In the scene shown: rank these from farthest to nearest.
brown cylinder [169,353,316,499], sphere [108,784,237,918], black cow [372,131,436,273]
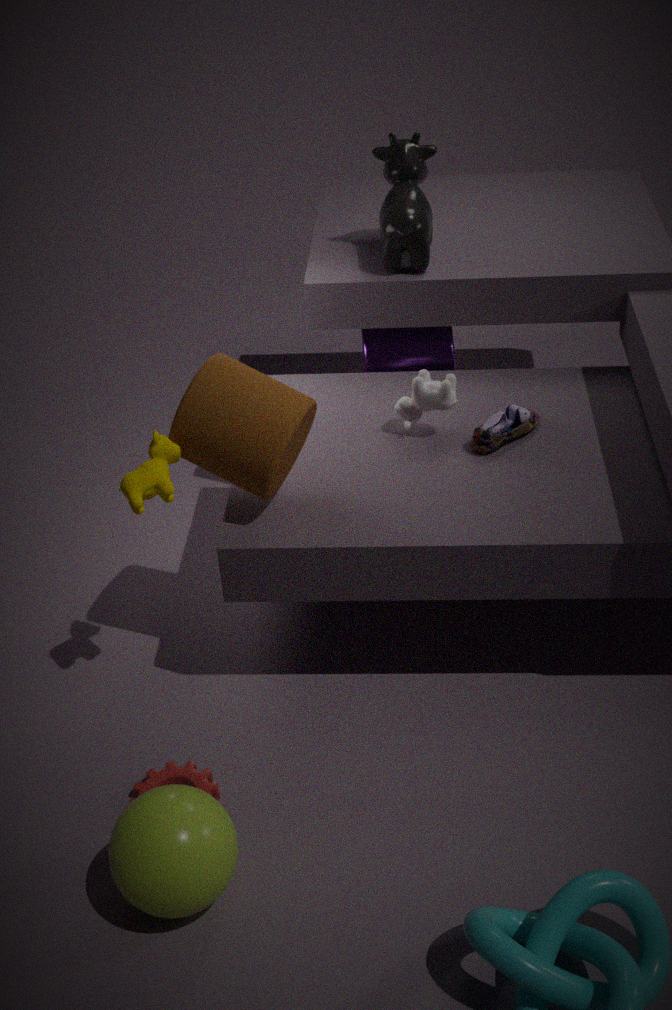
black cow [372,131,436,273] < brown cylinder [169,353,316,499] < sphere [108,784,237,918]
